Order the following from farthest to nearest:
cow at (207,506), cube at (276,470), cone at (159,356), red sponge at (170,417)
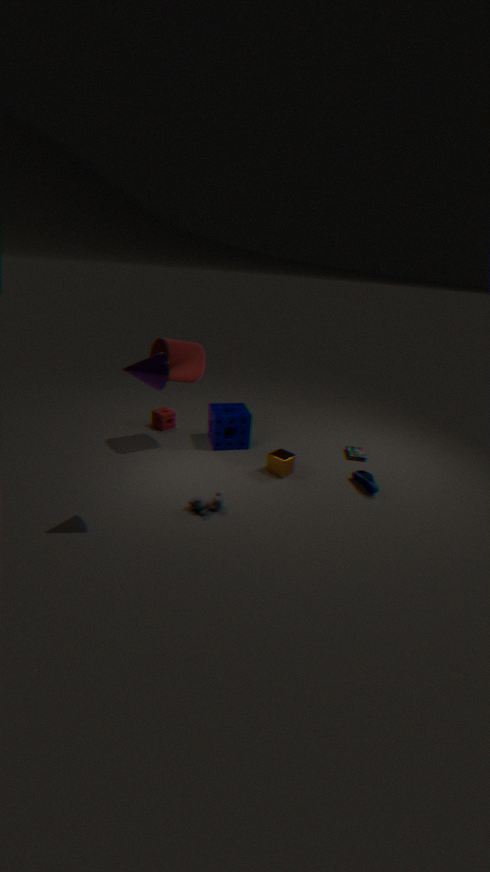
red sponge at (170,417) < cube at (276,470) < cow at (207,506) < cone at (159,356)
